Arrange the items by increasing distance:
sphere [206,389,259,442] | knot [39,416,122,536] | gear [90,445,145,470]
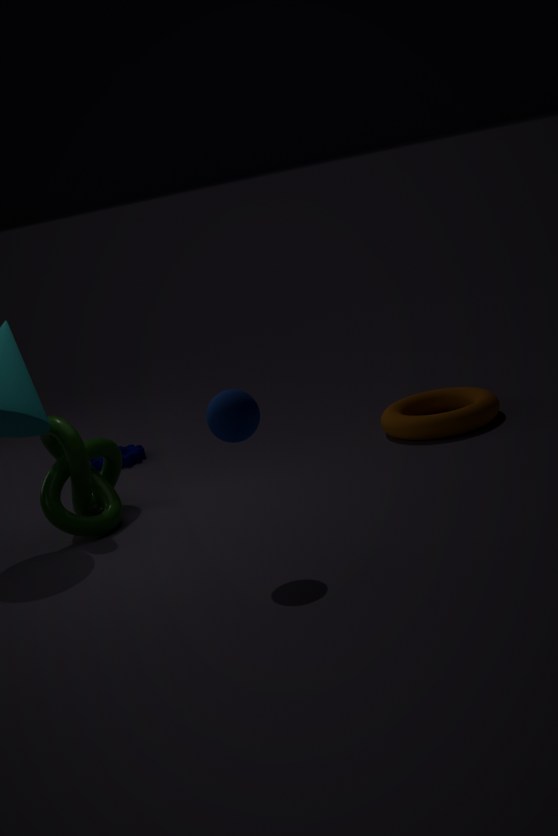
sphere [206,389,259,442], knot [39,416,122,536], gear [90,445,145,470]
